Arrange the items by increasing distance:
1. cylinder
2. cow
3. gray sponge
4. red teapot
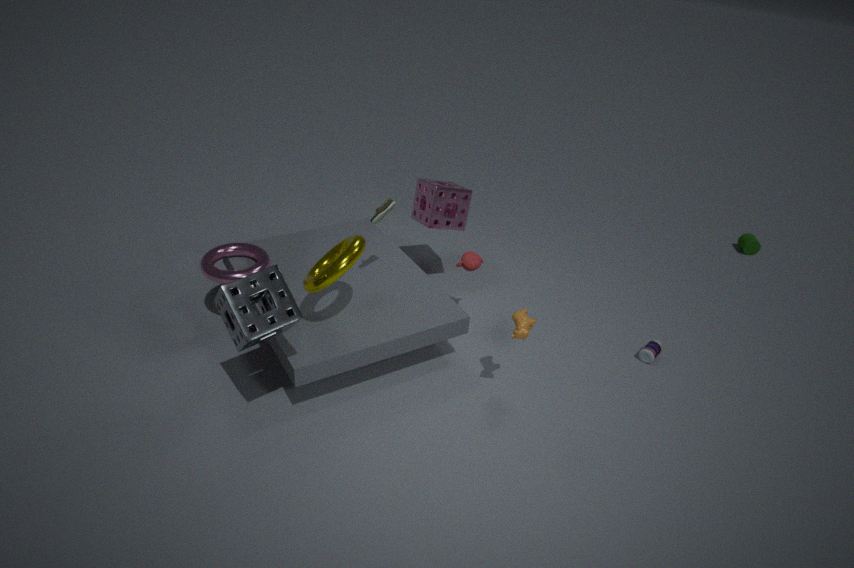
gray sponge, cow, red teapot, cylinder
